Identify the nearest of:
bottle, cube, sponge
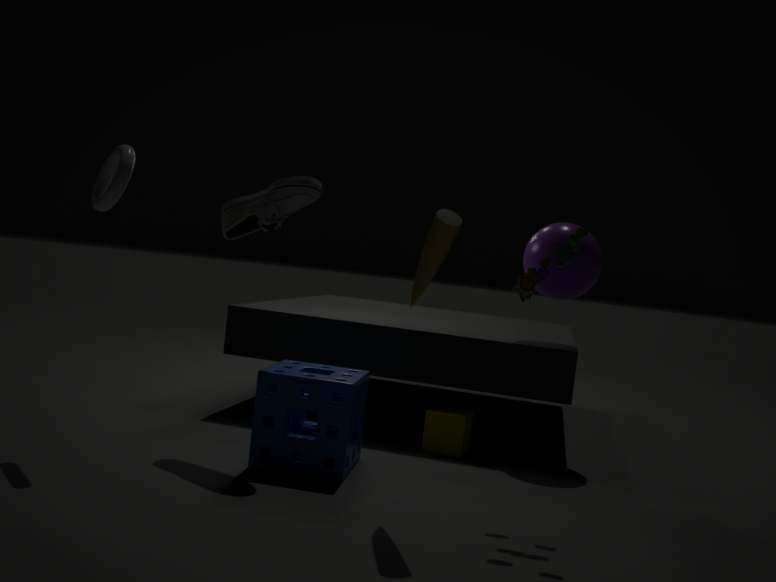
bottle
